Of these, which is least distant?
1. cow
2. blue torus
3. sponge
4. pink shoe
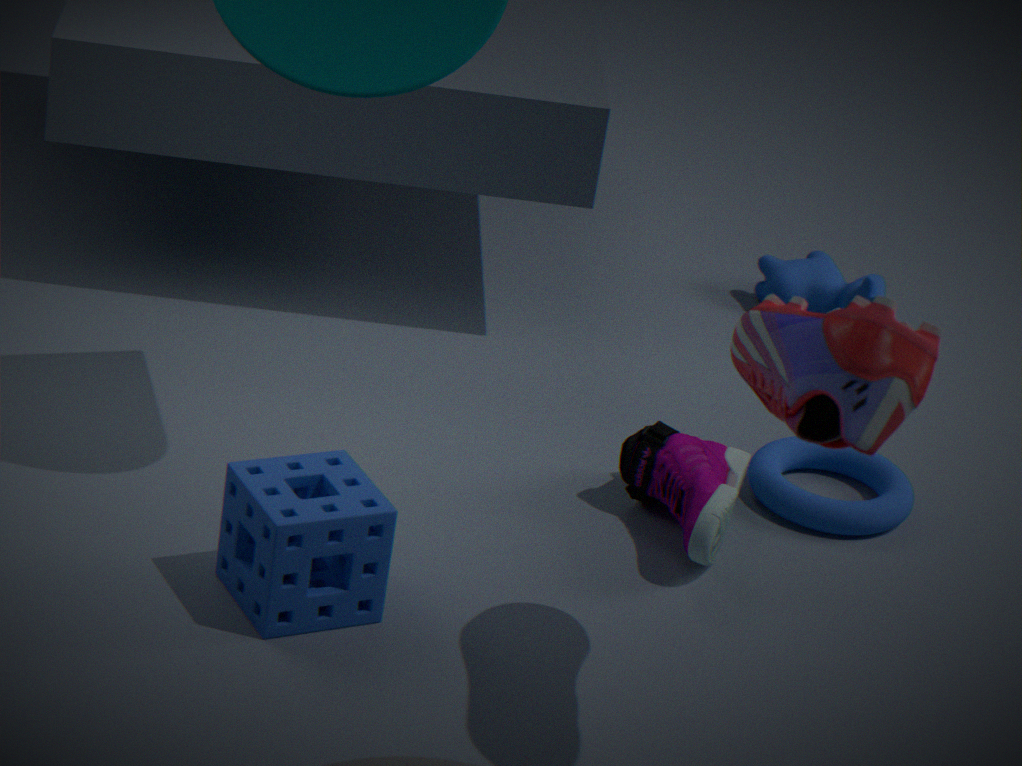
pink shoe
